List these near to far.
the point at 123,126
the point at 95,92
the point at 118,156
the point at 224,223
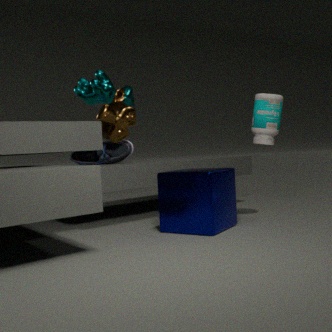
1. the point at 224,223
2. the point at 123,126
3. the point at 118,156
4. the point at 95,92
